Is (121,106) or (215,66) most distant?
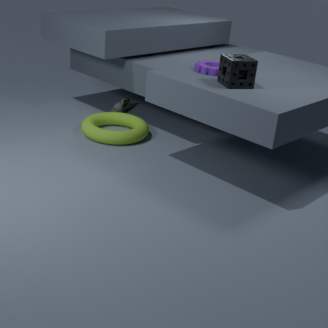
(121,106)
